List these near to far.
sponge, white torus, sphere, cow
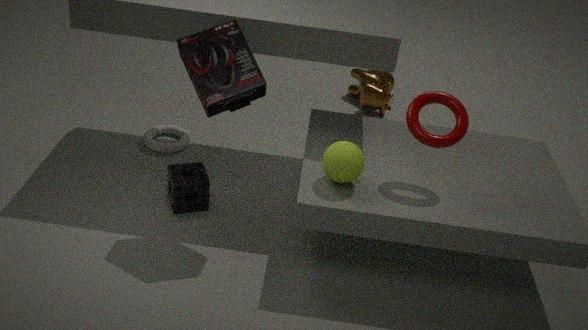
1. sphere
2. sponge
3. white torus
4. cow
